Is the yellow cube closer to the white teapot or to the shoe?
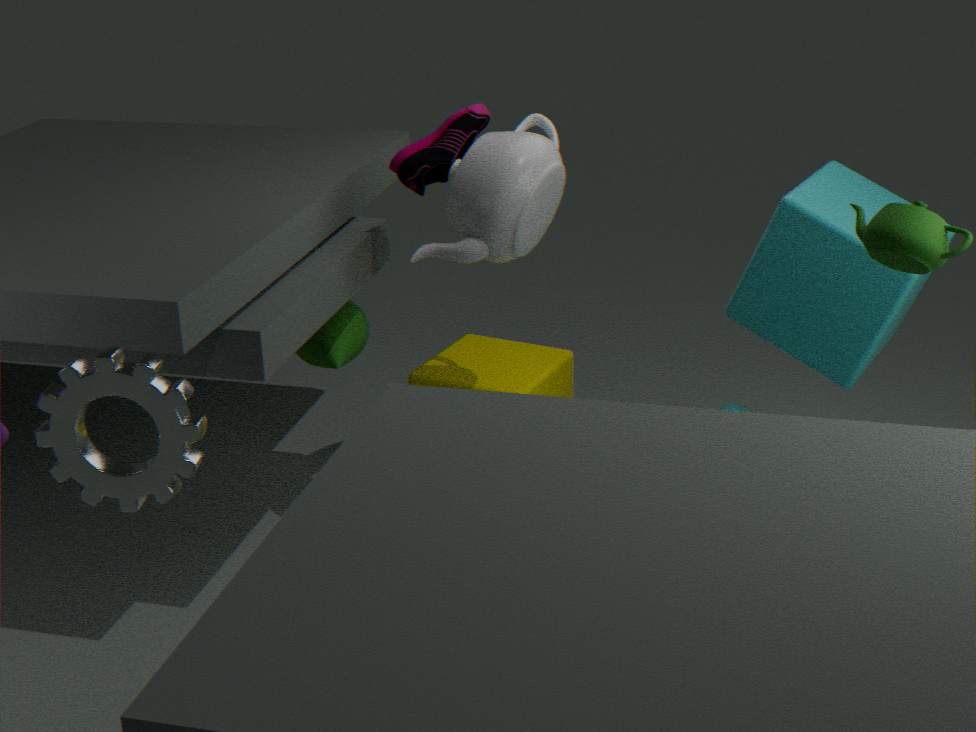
the white teapot
